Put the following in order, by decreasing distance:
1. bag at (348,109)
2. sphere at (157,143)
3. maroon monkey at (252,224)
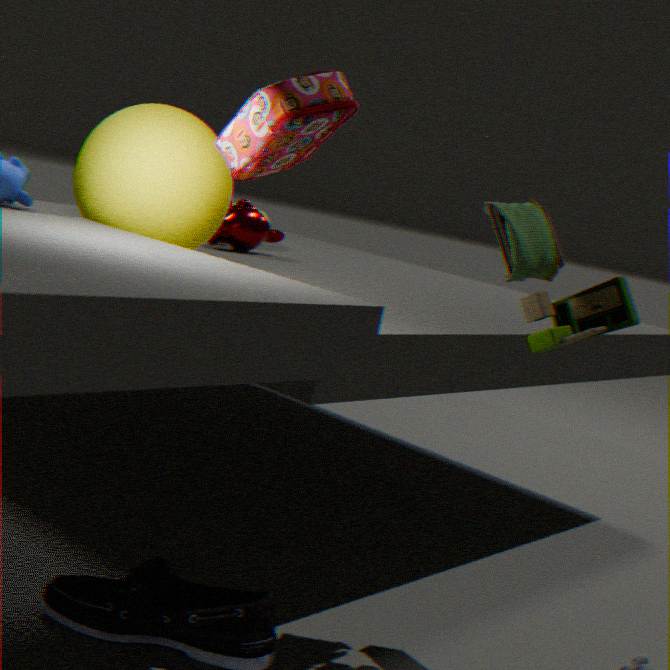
maroon monkey at (252,224) → sphere at (157,143) → bag at (348,109)
